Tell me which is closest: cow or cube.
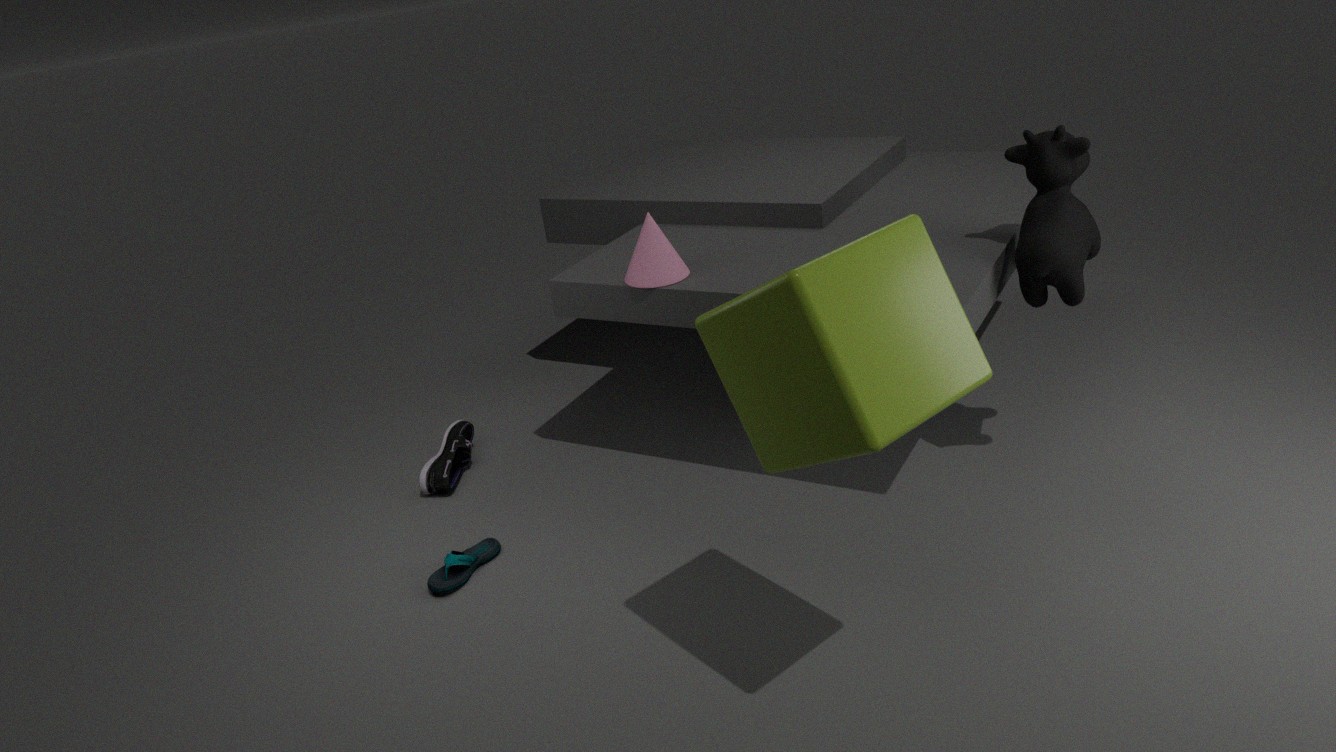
cube
